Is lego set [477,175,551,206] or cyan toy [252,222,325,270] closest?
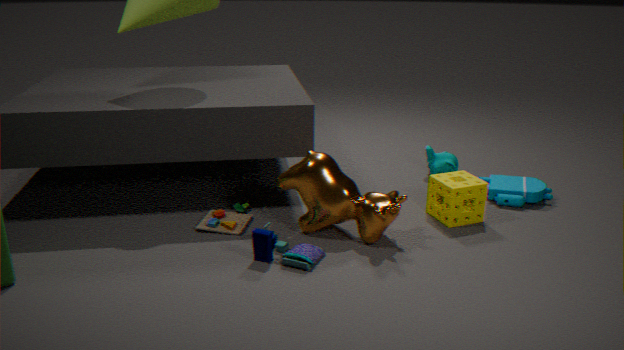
cyan toy [252,222,325,270]
